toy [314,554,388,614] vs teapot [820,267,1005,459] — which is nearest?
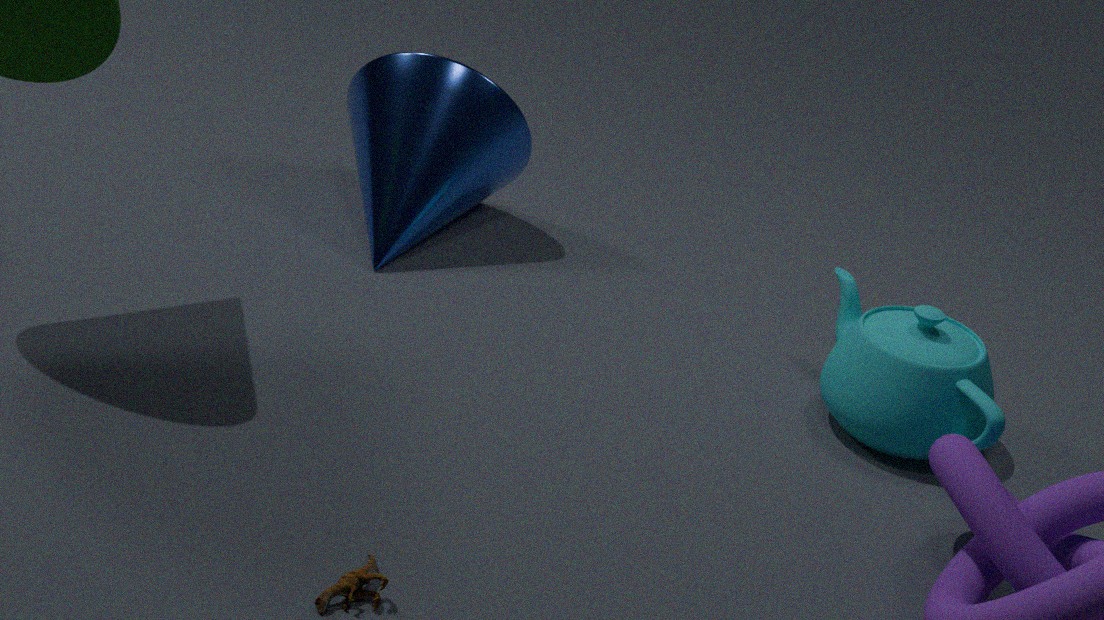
toy [314,554,388,614]
